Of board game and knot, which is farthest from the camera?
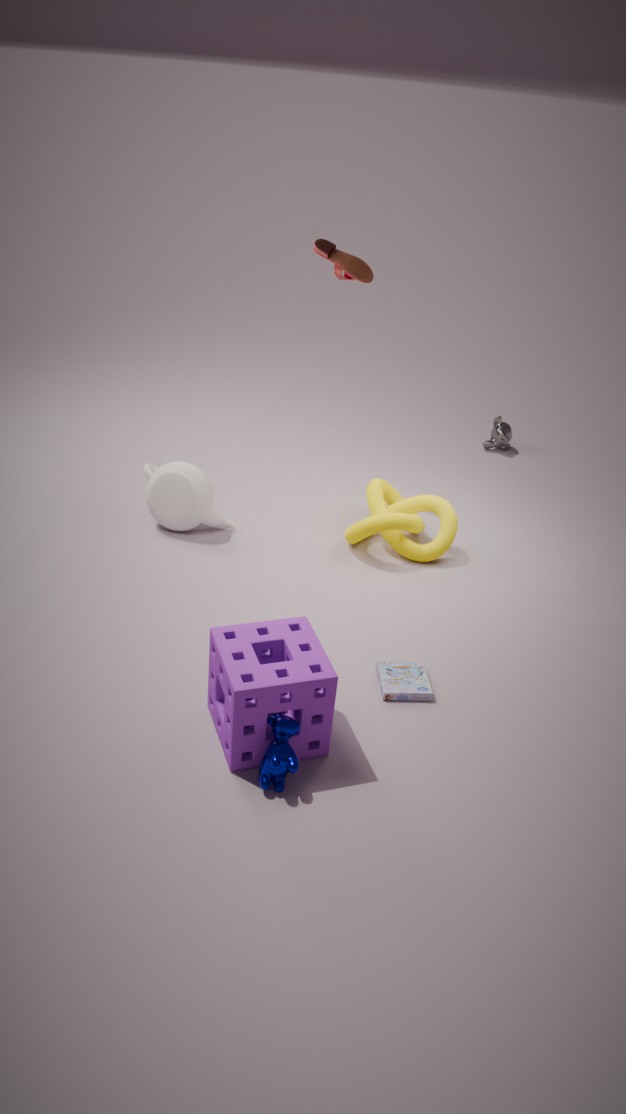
knot
